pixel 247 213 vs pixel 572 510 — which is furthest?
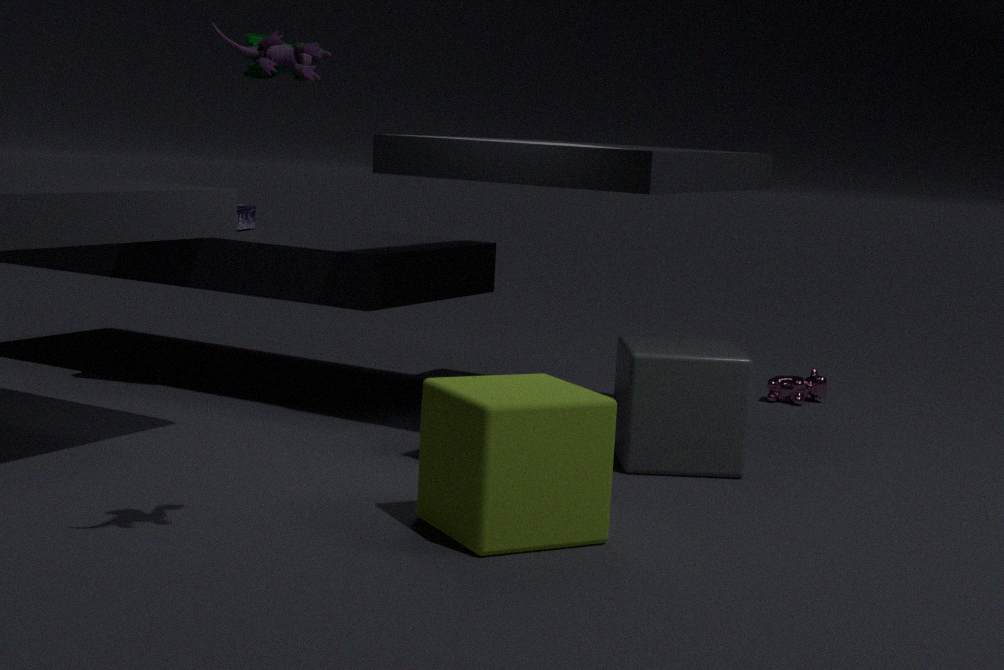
pixel 247 213
